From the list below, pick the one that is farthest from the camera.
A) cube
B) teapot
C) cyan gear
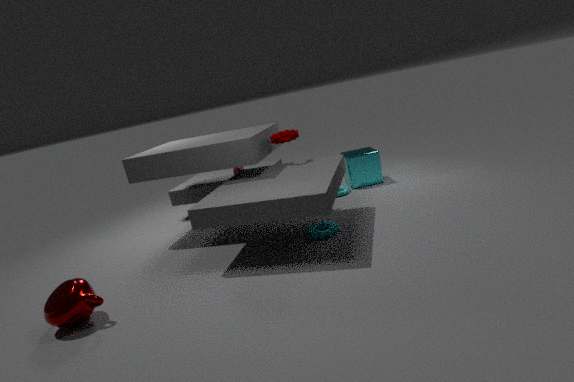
cube
